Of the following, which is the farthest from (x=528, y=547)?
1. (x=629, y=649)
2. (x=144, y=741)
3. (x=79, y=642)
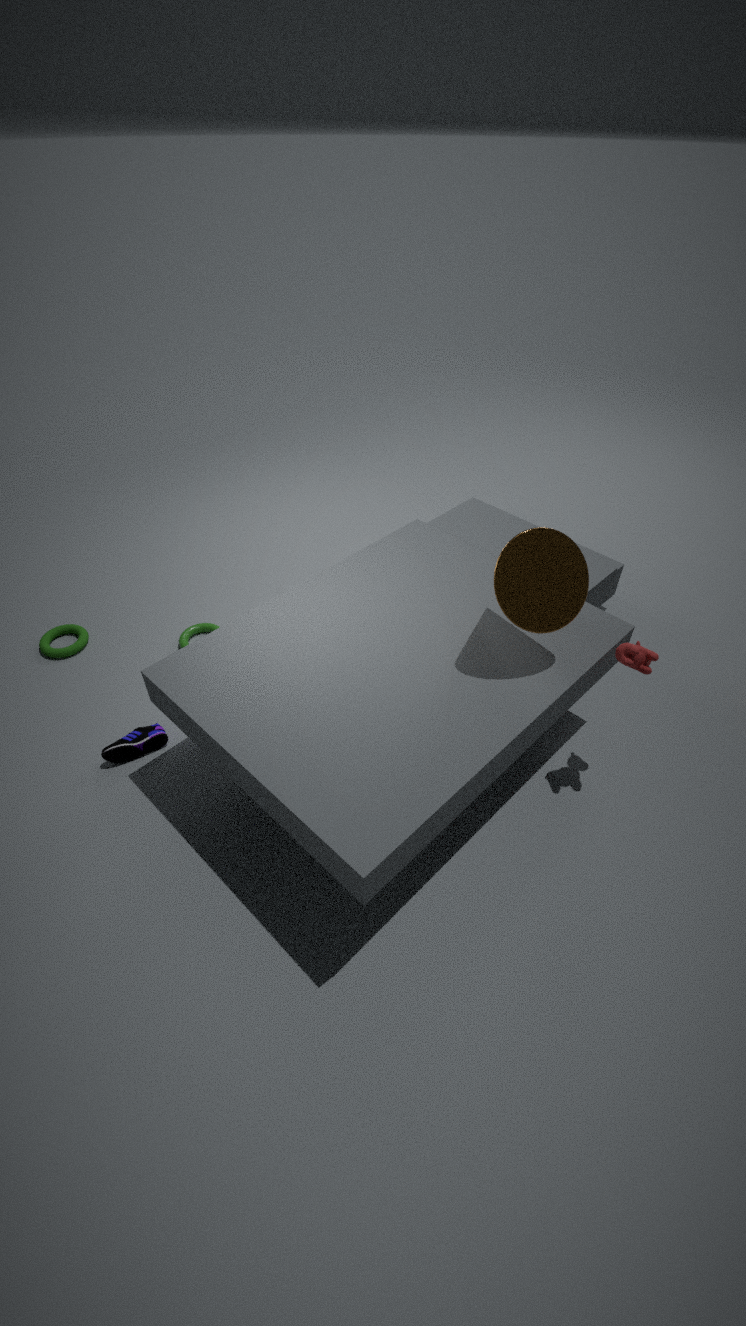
(x=79, y=642)
